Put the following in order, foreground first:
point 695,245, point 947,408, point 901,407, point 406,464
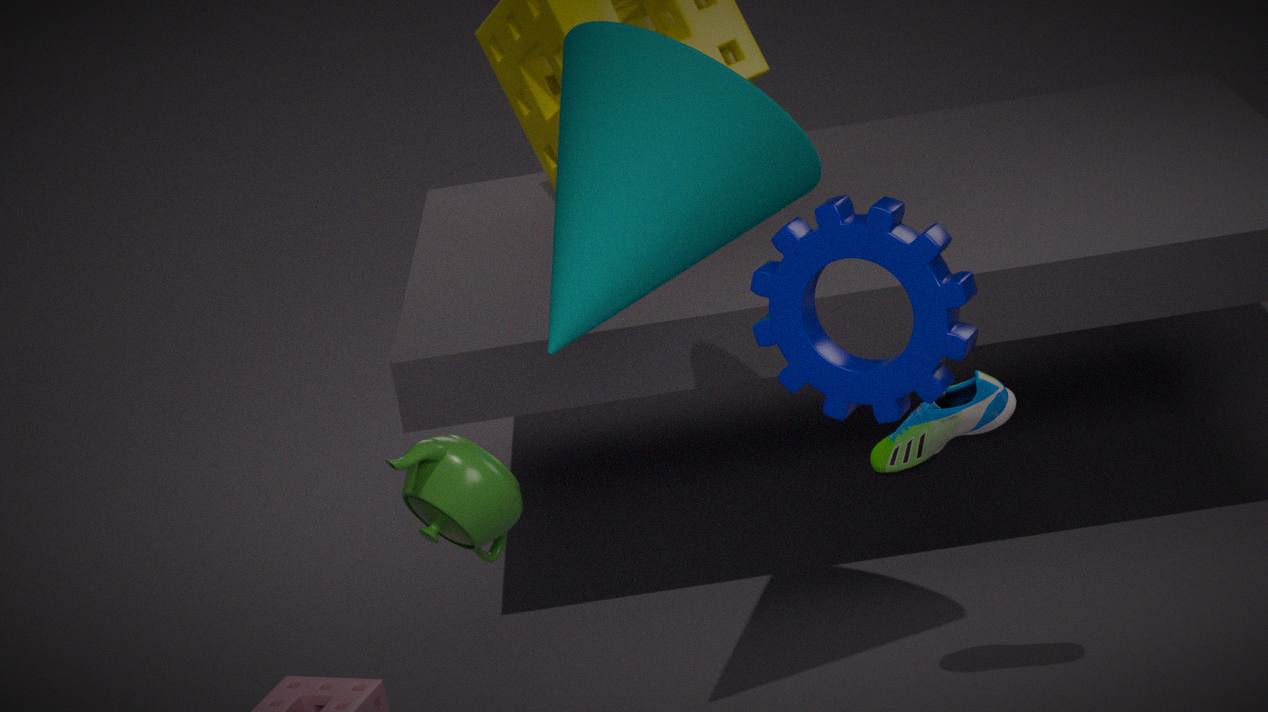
1. point 901,407
2. point 406,464
3. point 695,245
4. point 947,408
